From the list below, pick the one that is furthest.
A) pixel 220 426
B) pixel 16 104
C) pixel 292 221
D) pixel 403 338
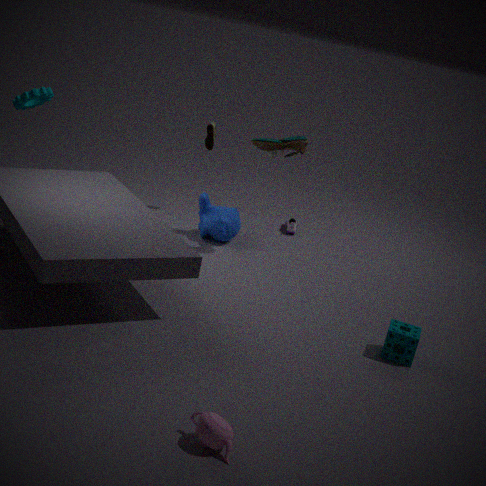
C. pixel 292 221
